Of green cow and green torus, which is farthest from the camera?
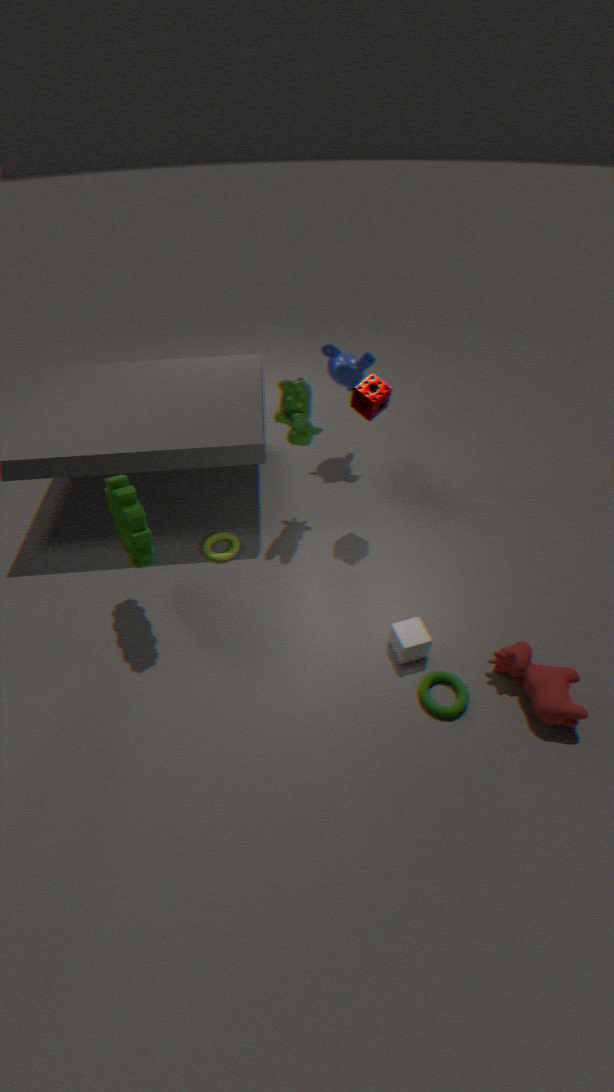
green cow
